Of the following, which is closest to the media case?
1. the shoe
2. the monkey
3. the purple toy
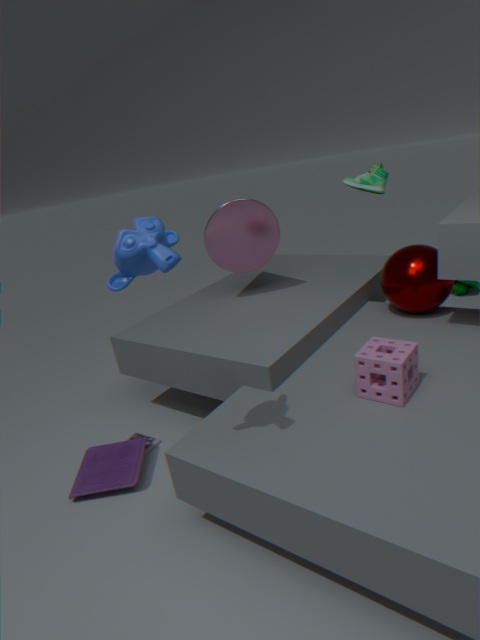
the purple toy
